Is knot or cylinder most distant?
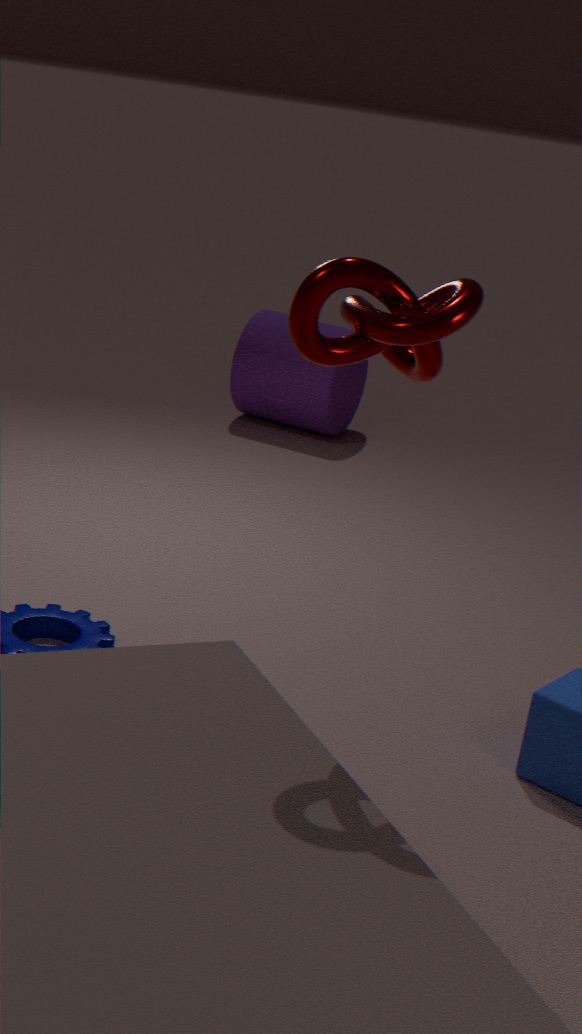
cylinder
